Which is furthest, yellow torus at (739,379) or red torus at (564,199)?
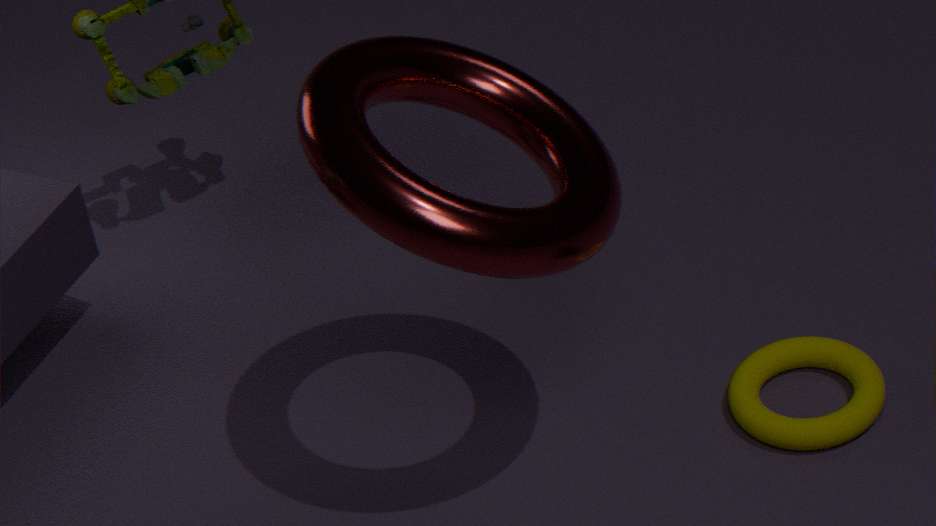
yellow torus at (739,379)
